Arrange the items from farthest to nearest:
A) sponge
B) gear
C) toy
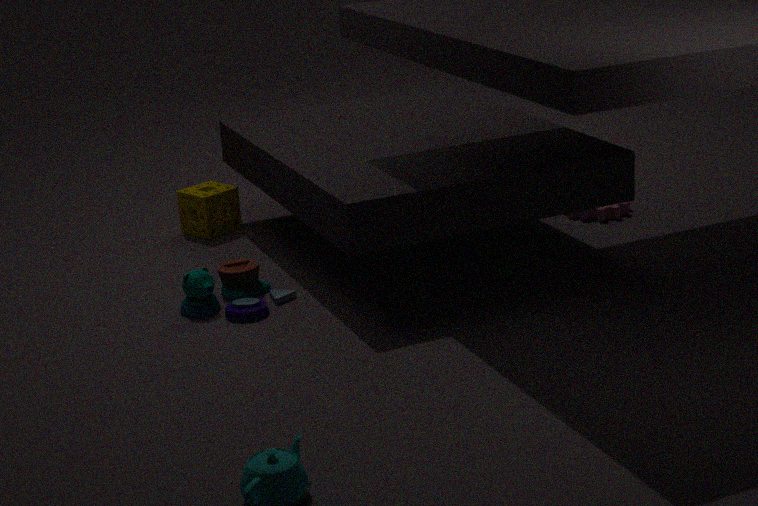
1. sponge
2. gear
3. toy
